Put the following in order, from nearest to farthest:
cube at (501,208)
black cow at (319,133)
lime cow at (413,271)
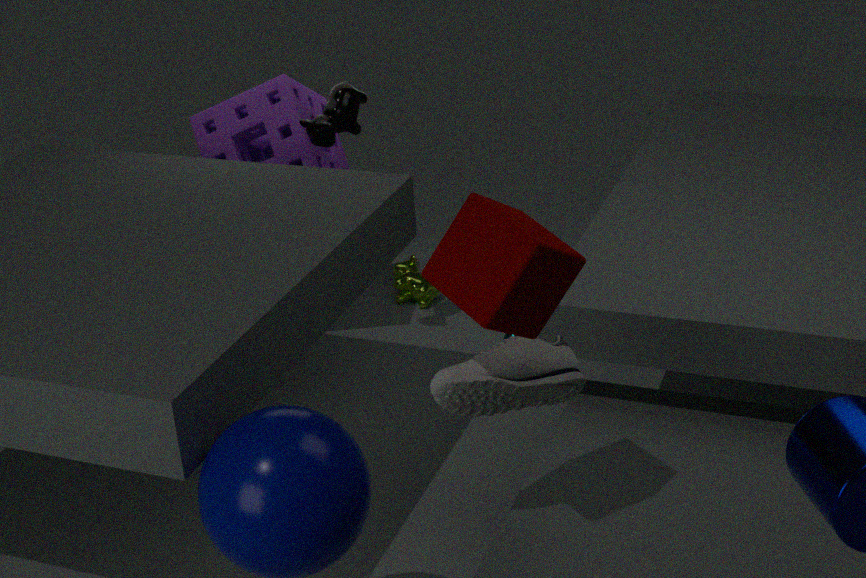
cube at (501,208)
black cow at (319,133)
lime cow at (413,271)
